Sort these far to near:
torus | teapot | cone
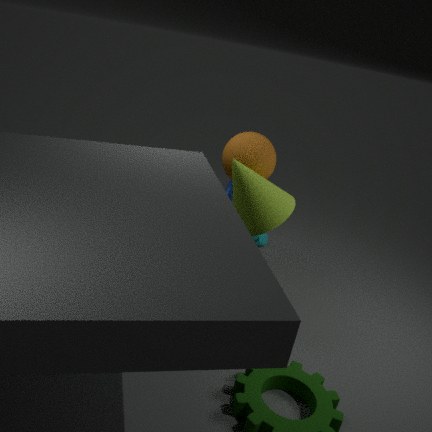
teapot < torus < cone
